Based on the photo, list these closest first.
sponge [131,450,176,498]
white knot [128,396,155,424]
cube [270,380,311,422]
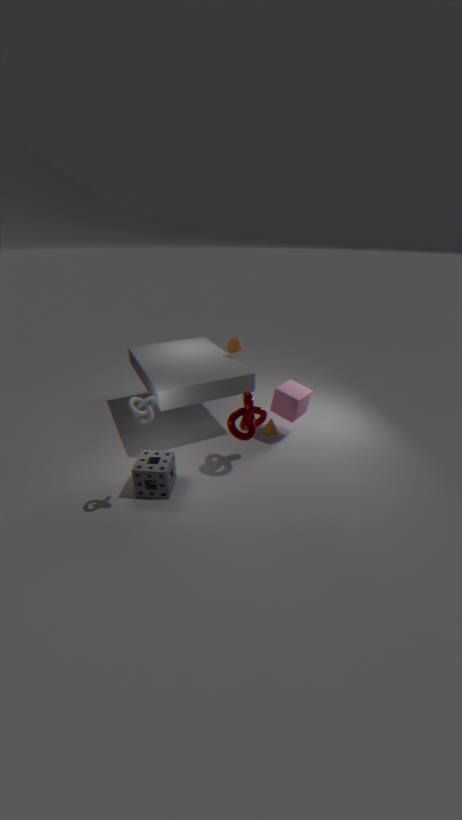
white knot [128,396,155,424] → sponge [131,450,176,498] → cube [270,380,311,422]
